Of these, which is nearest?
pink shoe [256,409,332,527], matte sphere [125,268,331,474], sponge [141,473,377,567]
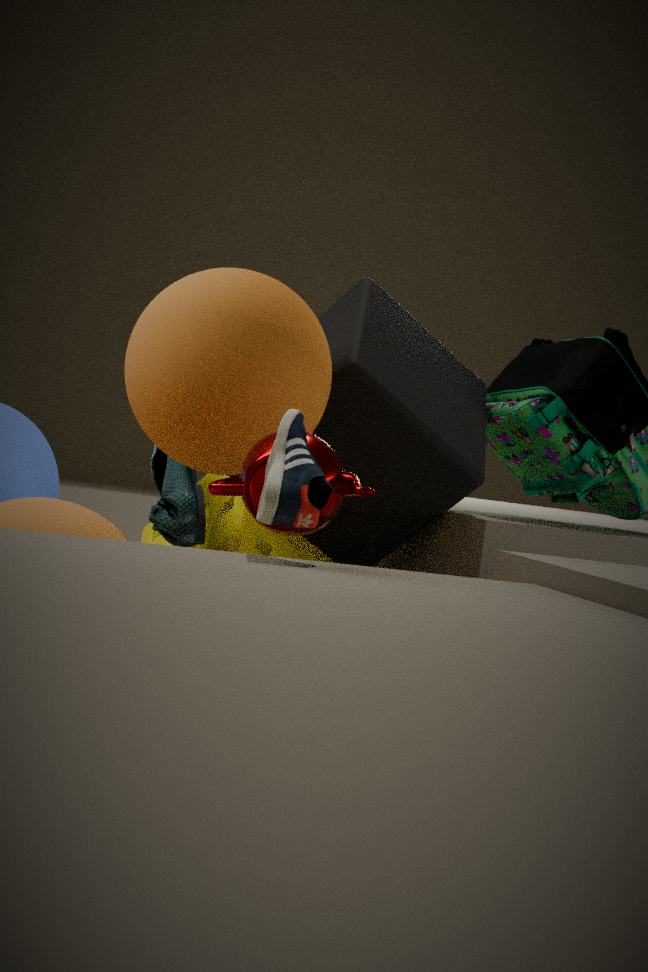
pink shoe [256,409,332,527]
